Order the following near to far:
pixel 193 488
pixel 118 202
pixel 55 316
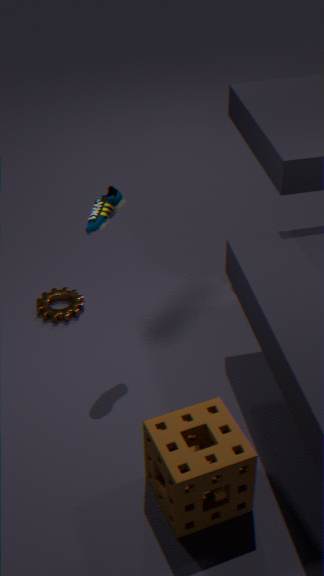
pixel 193 488 → pixel 118 202 → pixel 55 316
